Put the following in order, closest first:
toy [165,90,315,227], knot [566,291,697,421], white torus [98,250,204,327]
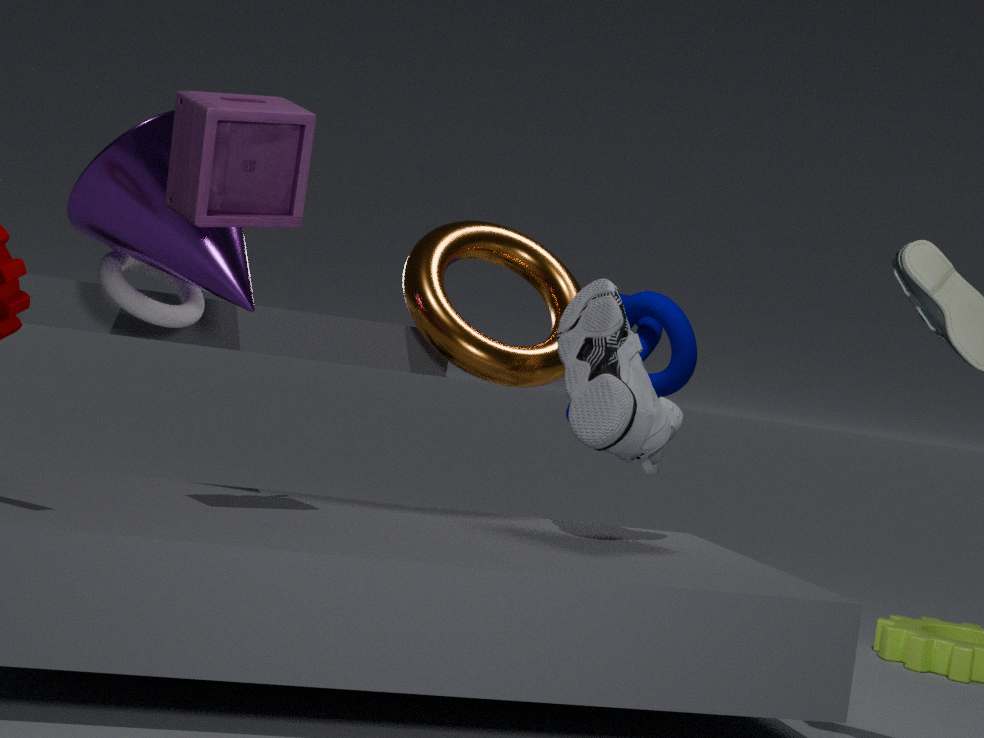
toy [165,90,315,227] → white torus [98,250,204,327] → knot [566,291,697,421]
